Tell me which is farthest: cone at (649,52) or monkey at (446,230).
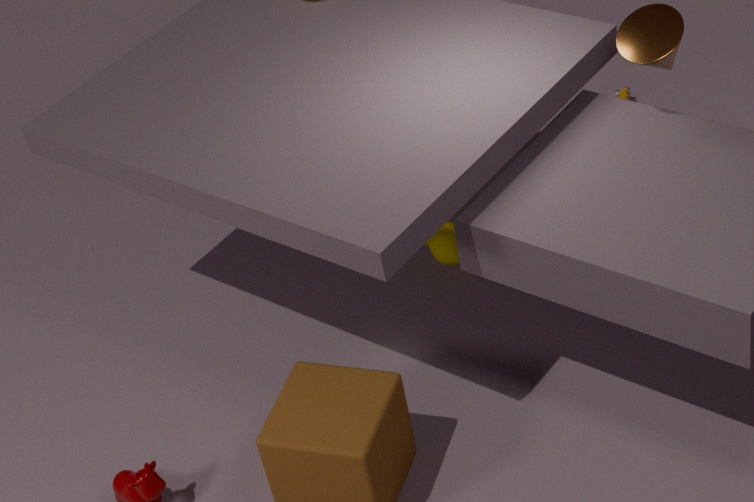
monkey at (446,230)
